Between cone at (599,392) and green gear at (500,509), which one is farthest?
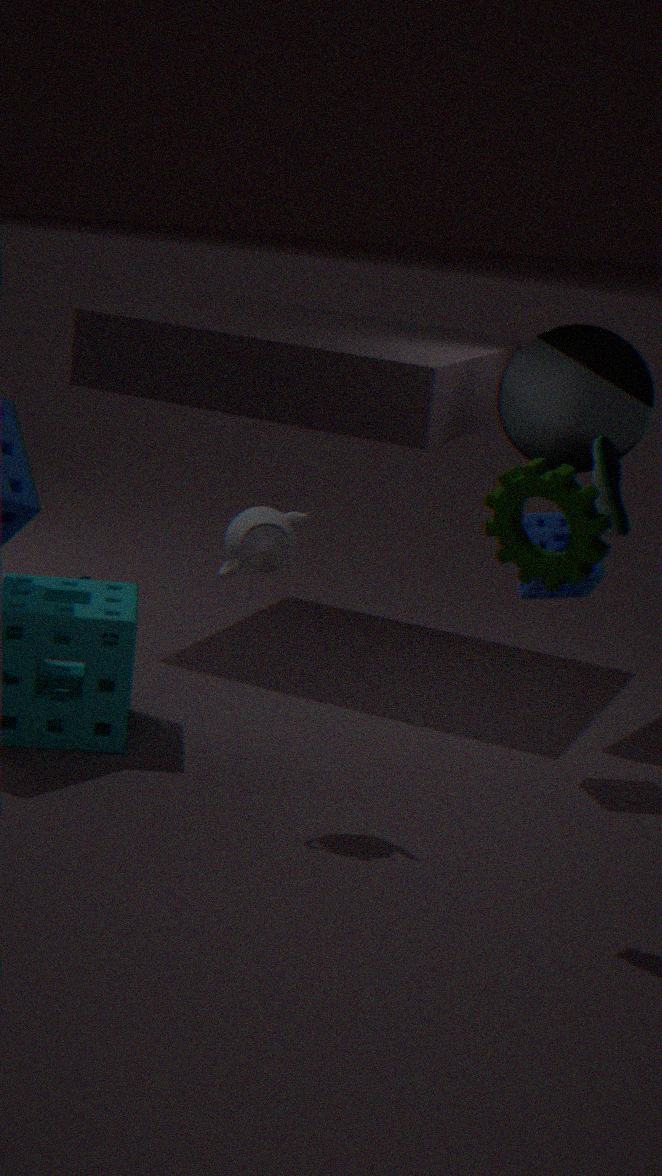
cone at (599,392)
